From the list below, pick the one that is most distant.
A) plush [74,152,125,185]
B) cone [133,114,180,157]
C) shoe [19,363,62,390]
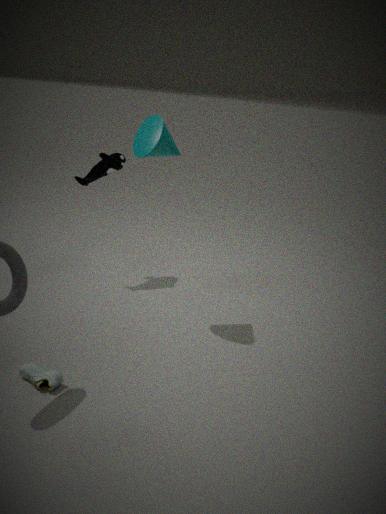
plush [74,152,125,185]
